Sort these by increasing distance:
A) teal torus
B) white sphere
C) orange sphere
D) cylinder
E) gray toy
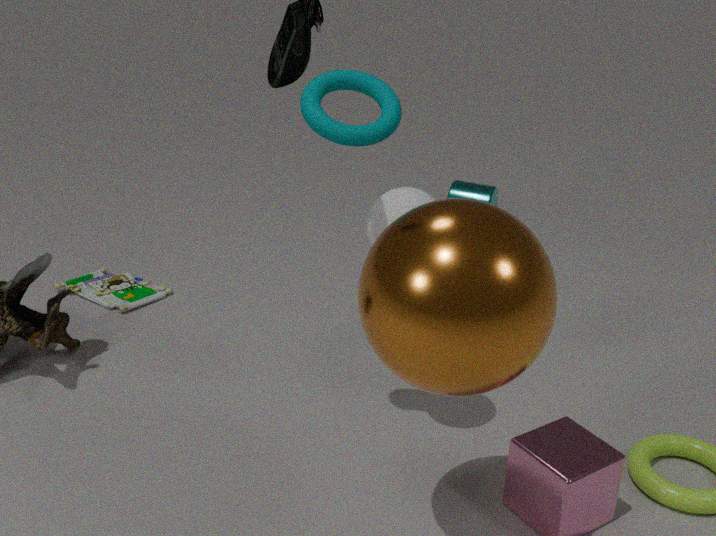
1. orange sphere
2. white sphere
3. teal torus
4. gray toy
5. cylinder
